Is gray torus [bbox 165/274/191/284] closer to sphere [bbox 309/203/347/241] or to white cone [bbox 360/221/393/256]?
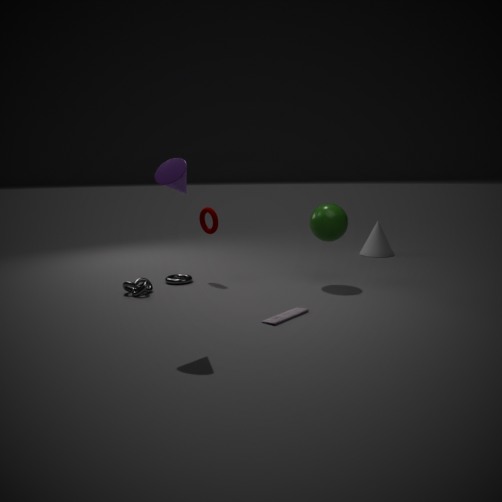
sphere [bbox 309/203/347/241]
